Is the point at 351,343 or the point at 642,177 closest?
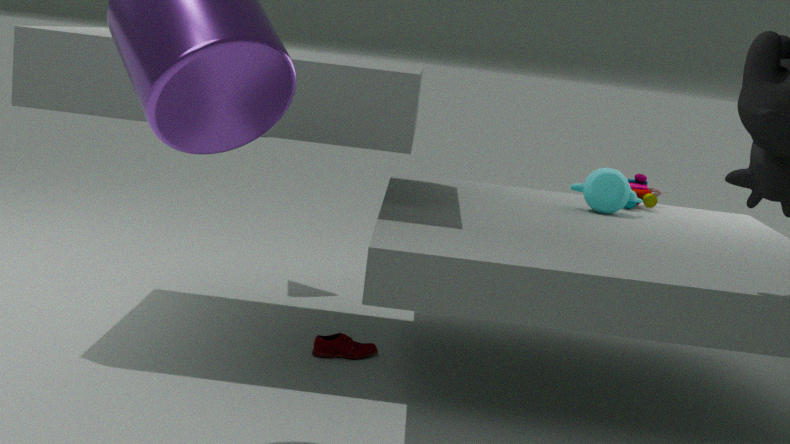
the point at 351,343
